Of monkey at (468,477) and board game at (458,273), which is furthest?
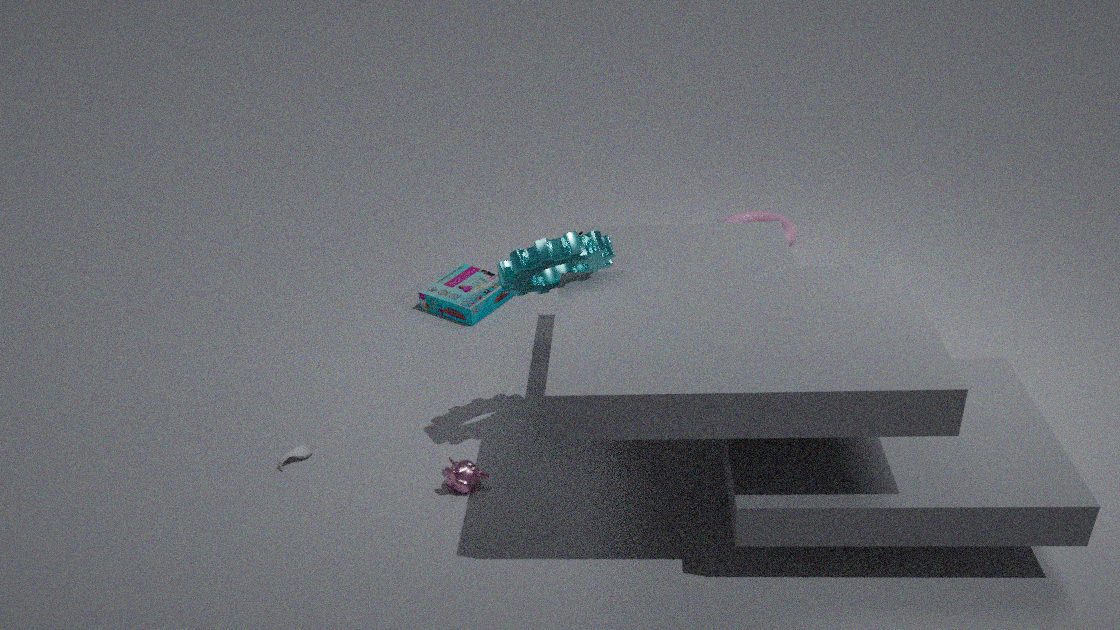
board game at (458,273)
